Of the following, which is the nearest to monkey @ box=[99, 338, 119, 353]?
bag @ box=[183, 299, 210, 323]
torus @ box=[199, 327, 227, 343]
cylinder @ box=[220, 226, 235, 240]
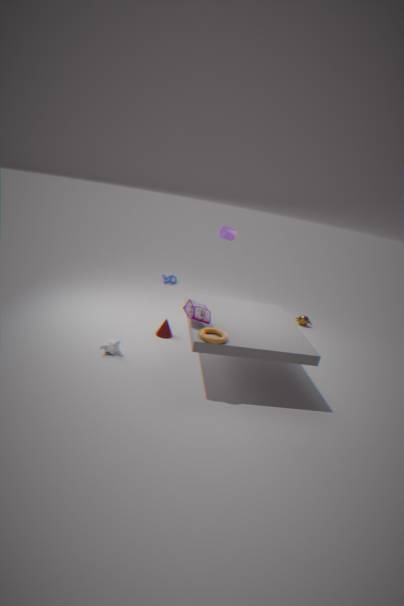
bag @ box=[183, 299, 210, 323]
